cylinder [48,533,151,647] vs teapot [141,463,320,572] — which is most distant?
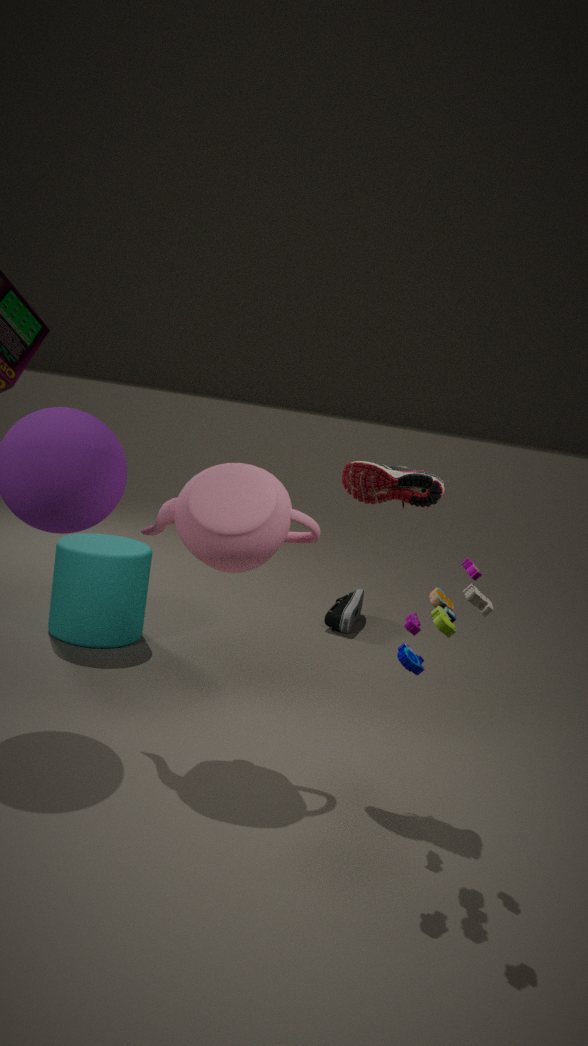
cylinder [48,533,151,647]
